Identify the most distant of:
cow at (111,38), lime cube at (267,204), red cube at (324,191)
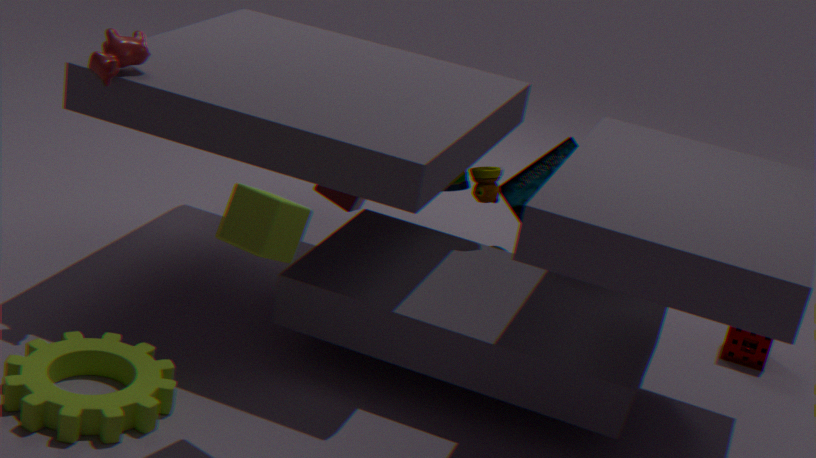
red cube at (324,191)
